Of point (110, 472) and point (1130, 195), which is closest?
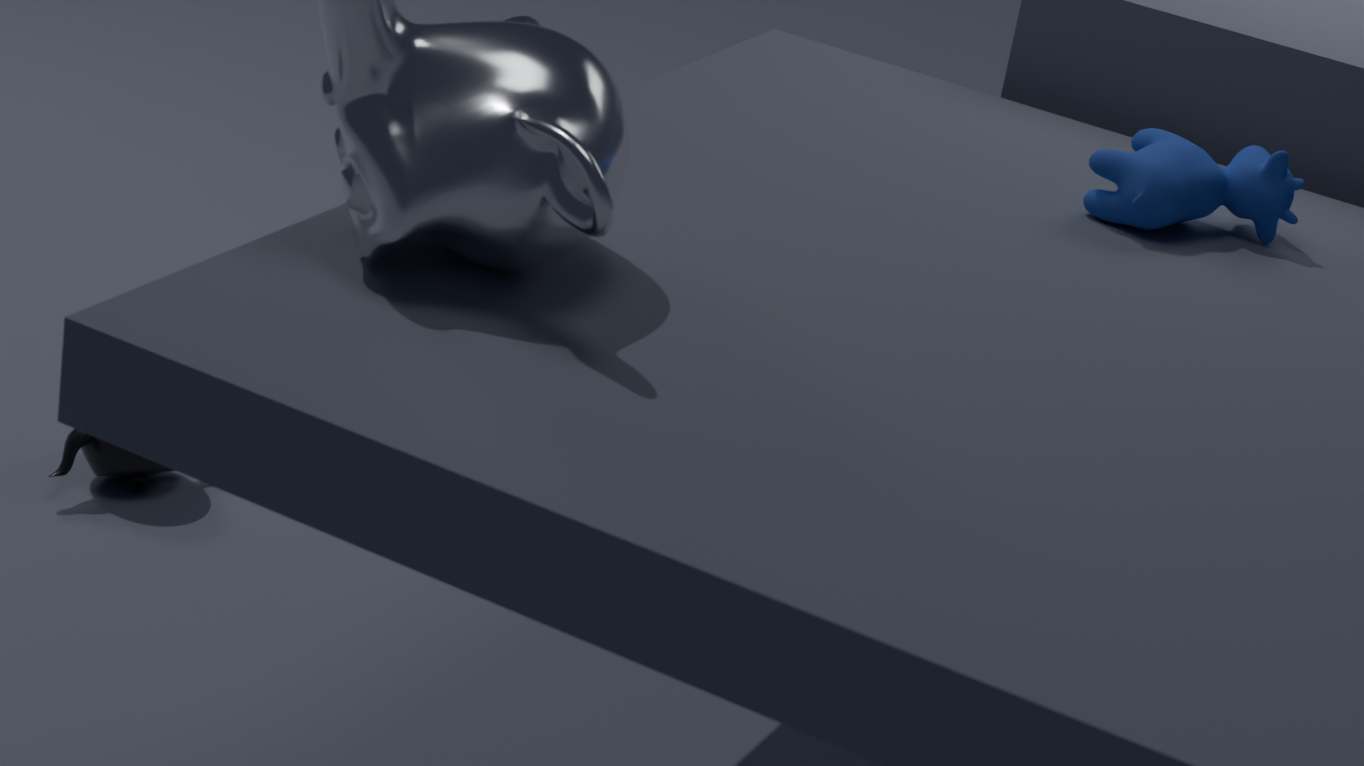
point (1130, 195)
